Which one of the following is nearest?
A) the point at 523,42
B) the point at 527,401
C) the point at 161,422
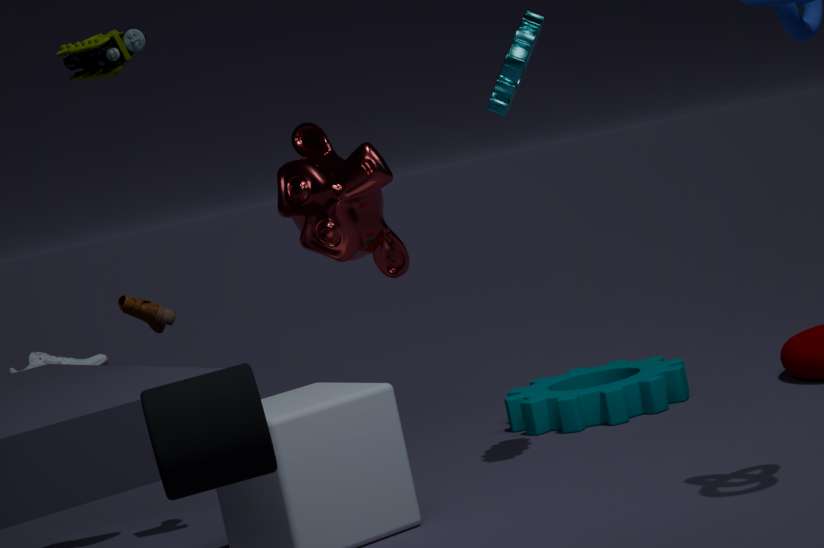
the point at 161,422
